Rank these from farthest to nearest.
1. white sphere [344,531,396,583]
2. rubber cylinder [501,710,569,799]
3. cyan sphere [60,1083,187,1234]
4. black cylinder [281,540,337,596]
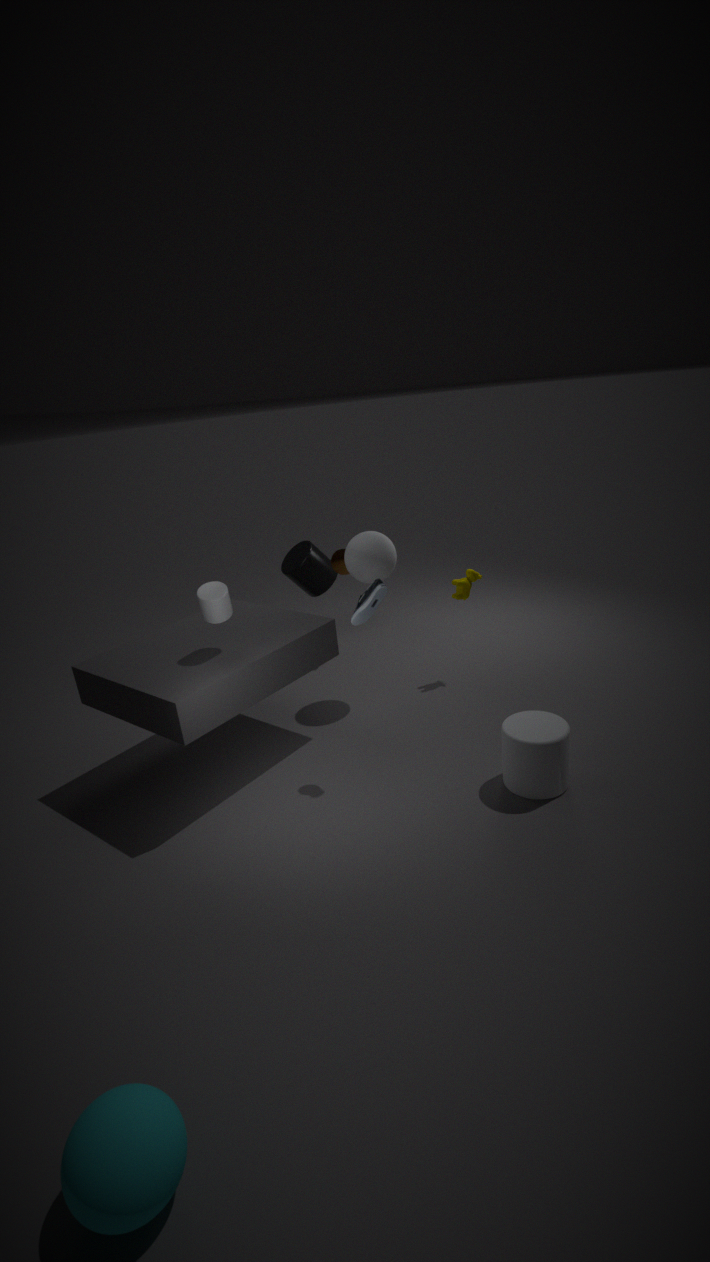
1. black cylinder [281,540,337,596]
2. white sphere [344,531,396,583]
3. rubber cylinder [501,710,569,799]
4. cyan sphere [60,1083,187,1234]
